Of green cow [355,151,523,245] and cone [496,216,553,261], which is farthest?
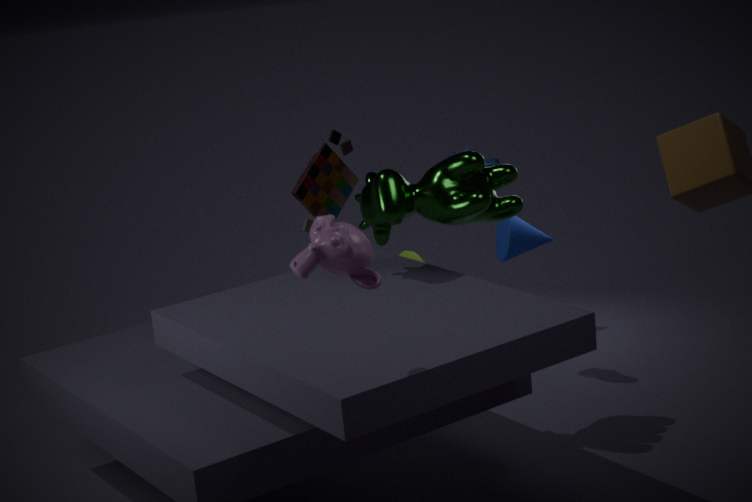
cone [496,216,553,261]
